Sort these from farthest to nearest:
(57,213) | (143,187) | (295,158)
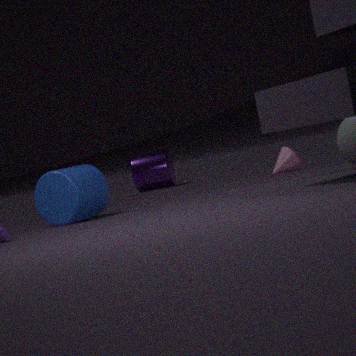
(143,187)
(295,158)
(57,213)
